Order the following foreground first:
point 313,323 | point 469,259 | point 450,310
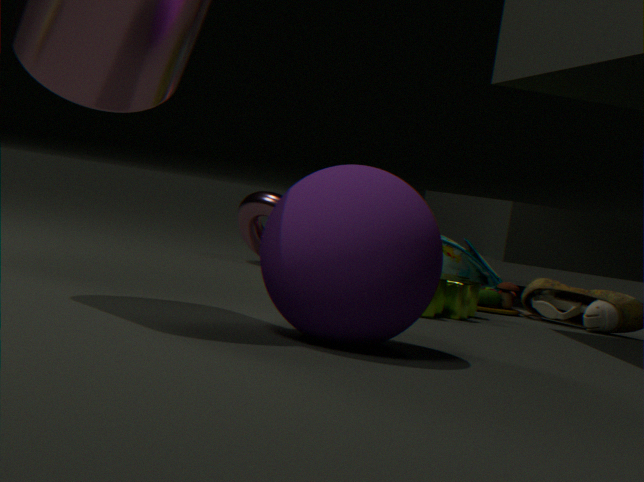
point 313,323, point 450,310, point 469,259
